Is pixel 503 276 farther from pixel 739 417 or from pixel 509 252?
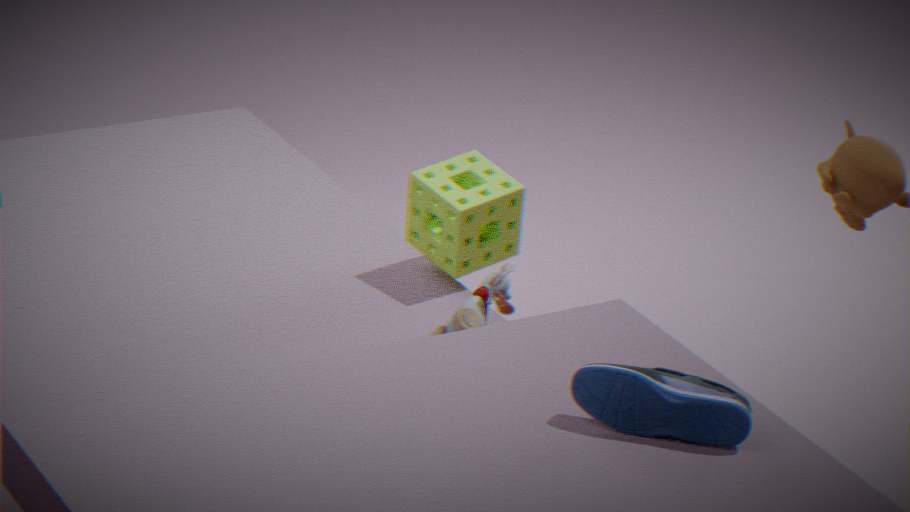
pixel 739 417
